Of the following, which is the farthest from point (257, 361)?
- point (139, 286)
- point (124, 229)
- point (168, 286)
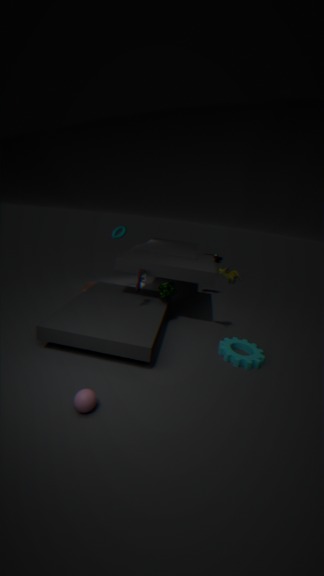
point (124, 229)
